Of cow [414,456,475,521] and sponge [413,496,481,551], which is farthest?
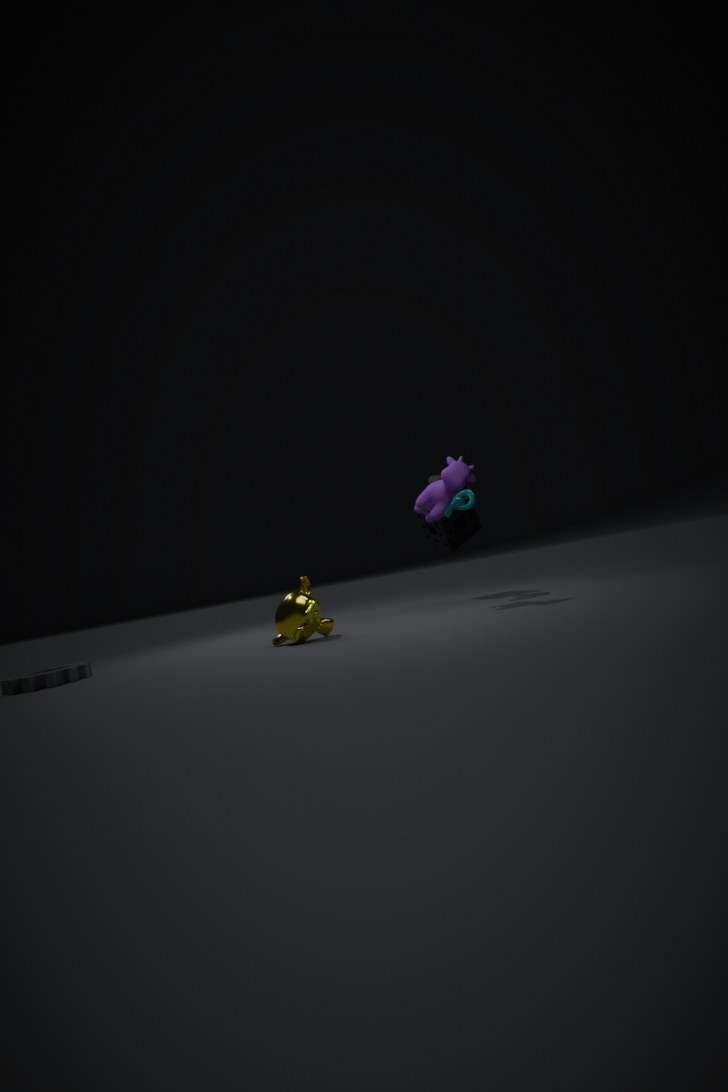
sponge [413,496,481,551]
